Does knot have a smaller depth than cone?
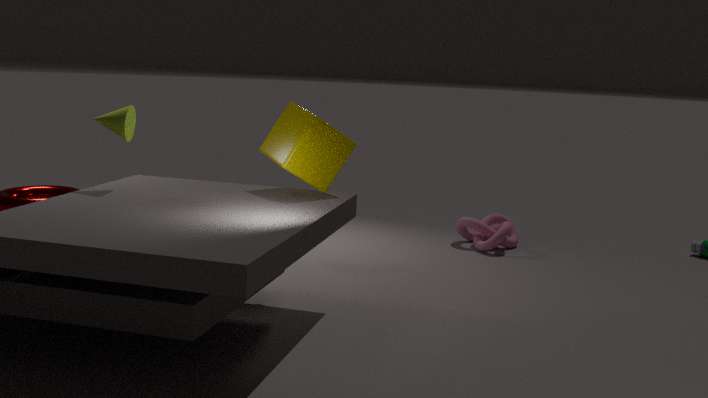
No
